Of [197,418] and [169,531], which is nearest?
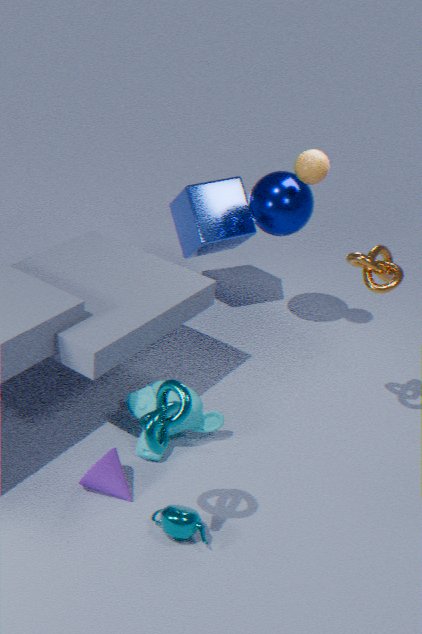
[169,531]
